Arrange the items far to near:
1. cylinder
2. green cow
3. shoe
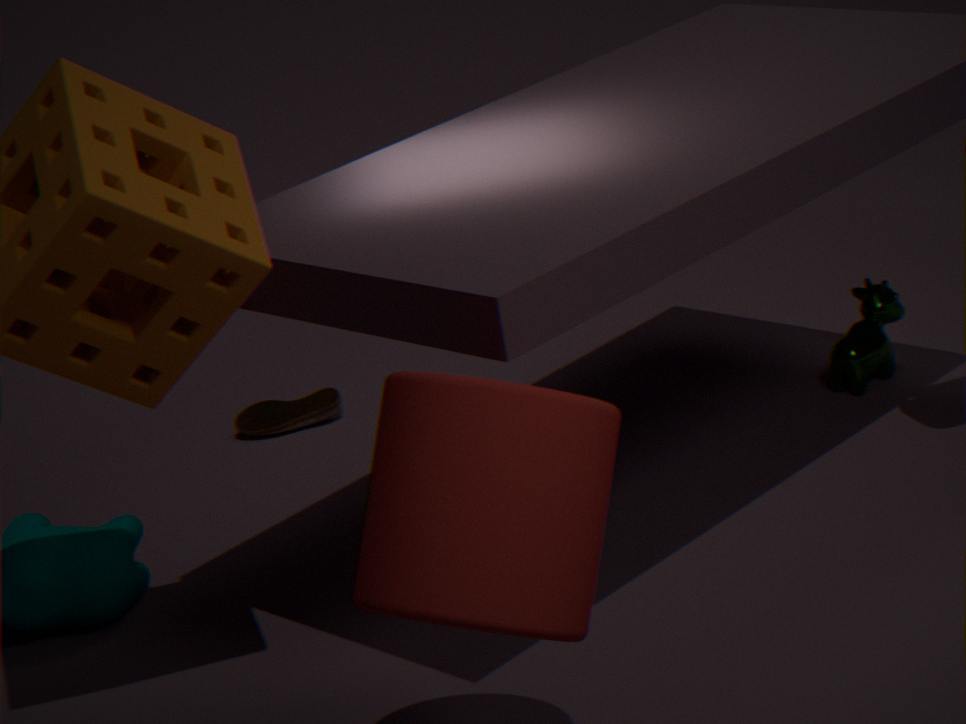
shoe
green cow
cylinder
